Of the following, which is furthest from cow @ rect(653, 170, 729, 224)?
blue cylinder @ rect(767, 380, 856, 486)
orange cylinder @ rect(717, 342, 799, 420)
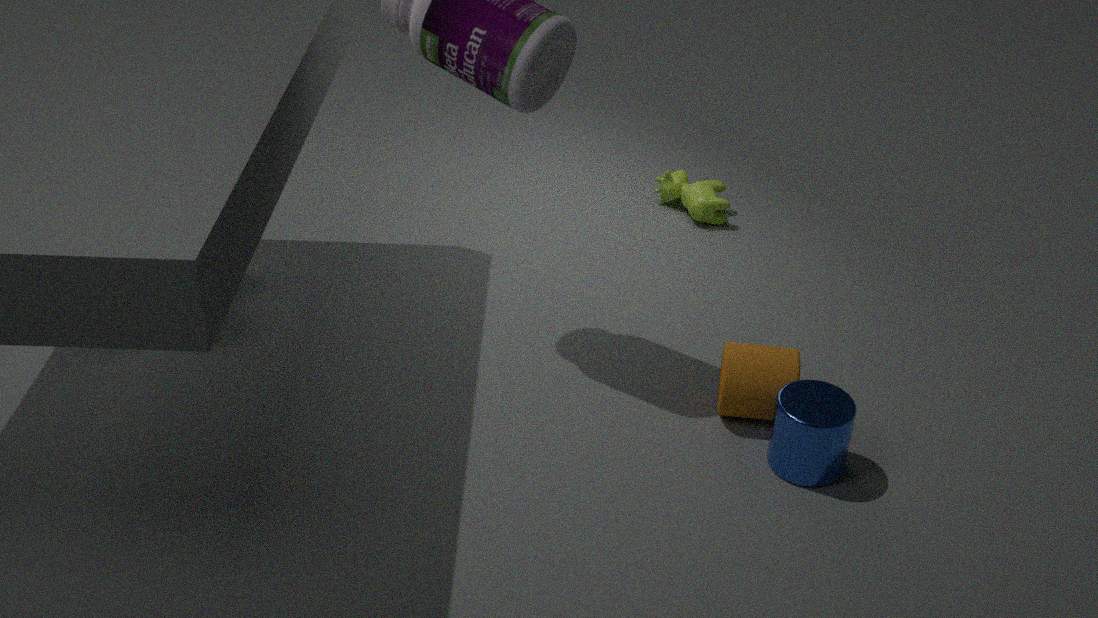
blue cylinder @ rect(767, 380, 856, 486)
